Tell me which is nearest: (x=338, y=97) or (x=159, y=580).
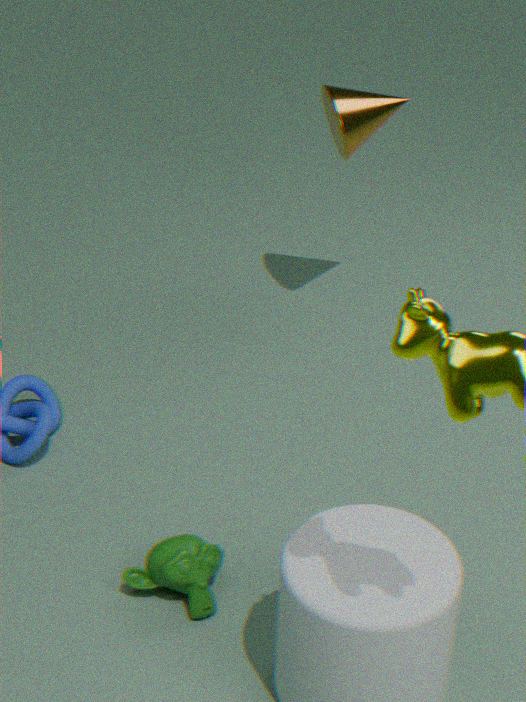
(x=159, y=580)
